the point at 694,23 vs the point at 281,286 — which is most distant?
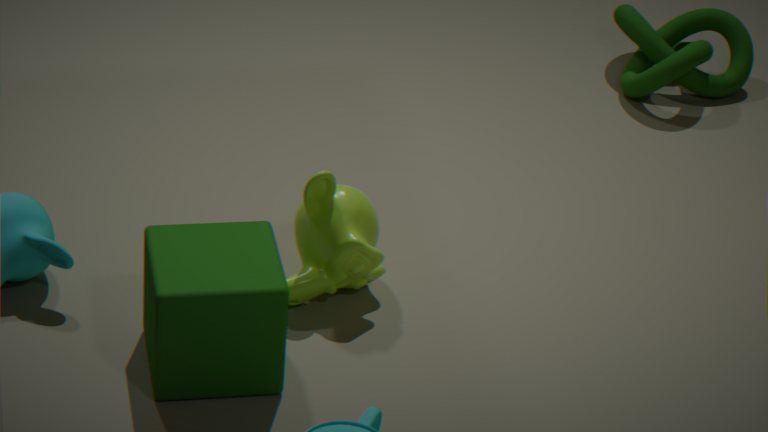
the point at 694,23
